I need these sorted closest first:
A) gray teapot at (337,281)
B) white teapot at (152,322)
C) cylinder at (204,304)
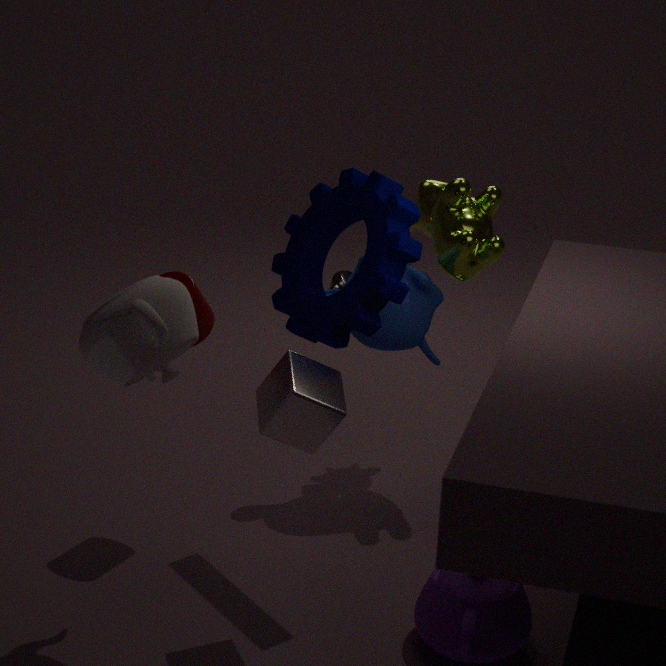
white teapot at (152,322), cylinder at (204,304), gray teapot at (337,281)
